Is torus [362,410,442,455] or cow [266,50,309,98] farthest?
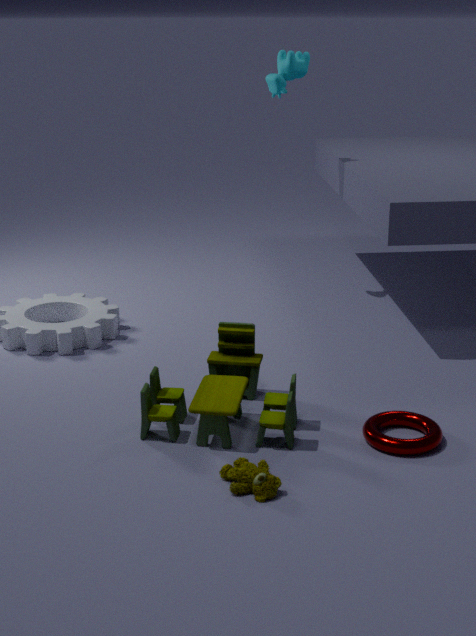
cow [266,50,309,98]
